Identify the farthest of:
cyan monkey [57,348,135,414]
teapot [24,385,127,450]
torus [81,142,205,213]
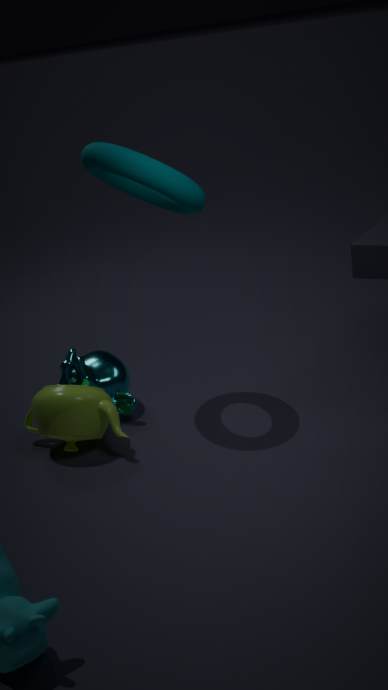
cyan monkey [57,348,135,414]
